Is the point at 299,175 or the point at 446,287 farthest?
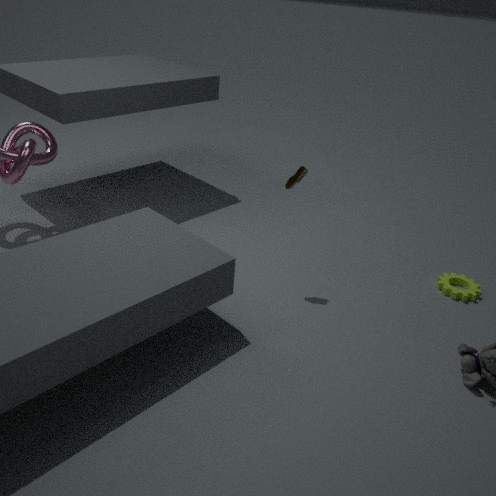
the point at 446,287
